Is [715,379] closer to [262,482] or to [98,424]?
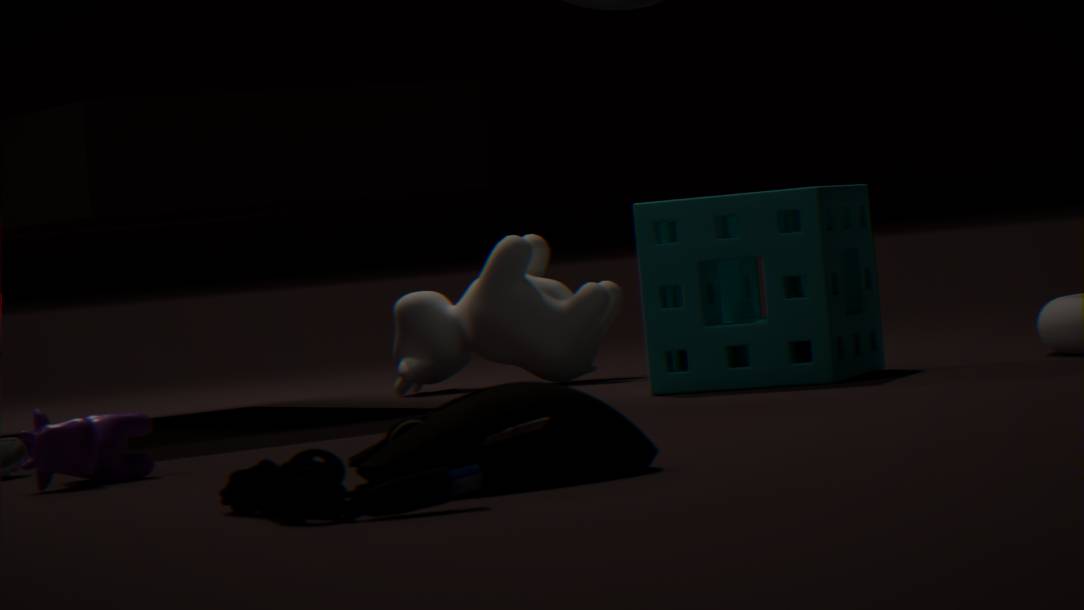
[98,424]
